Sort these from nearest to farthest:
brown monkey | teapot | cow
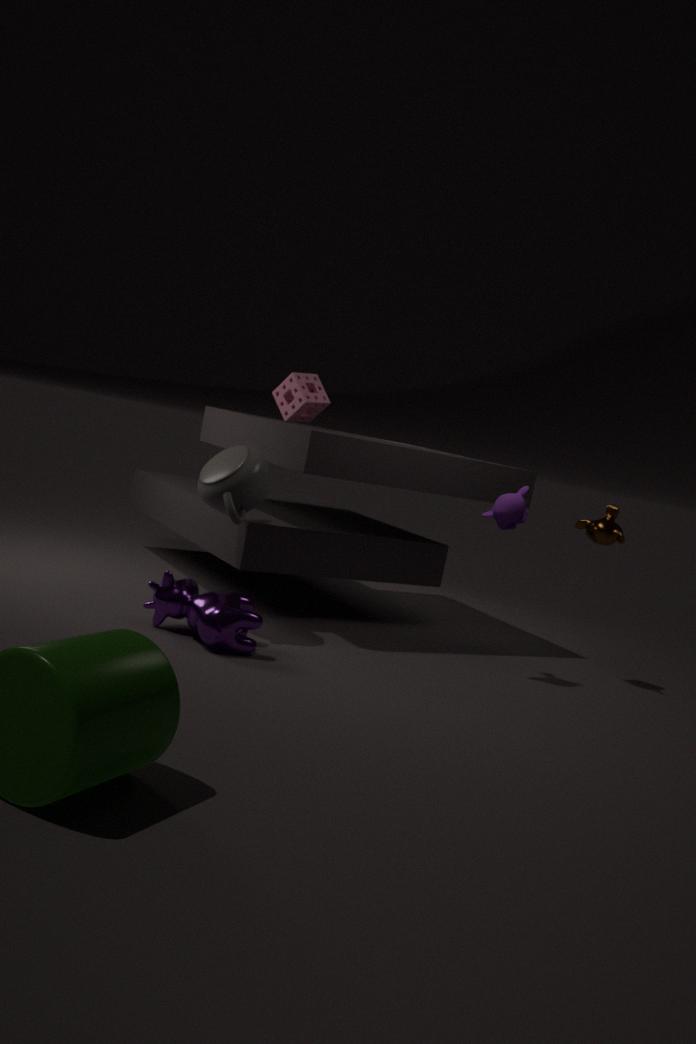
cow, teapot, brown monkey
